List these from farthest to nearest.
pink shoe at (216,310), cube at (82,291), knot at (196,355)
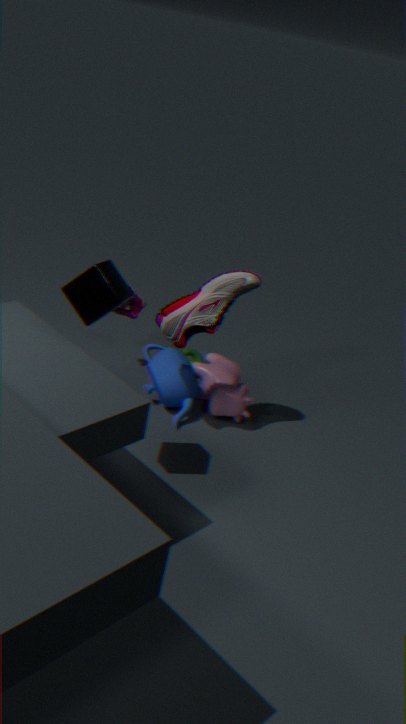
knot at (196,355) < pink shoe at (216,310) < cube at (82,291)
